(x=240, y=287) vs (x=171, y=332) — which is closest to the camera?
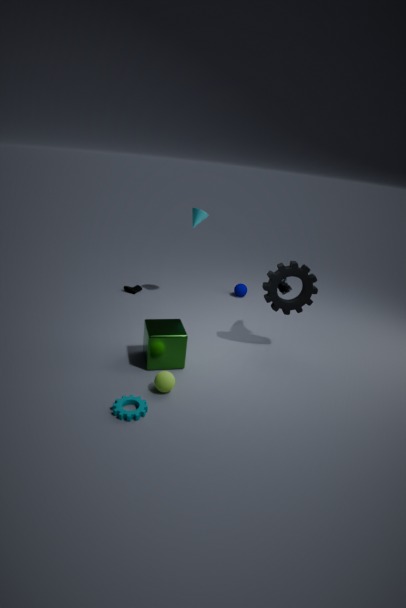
(x=171, y=332)
